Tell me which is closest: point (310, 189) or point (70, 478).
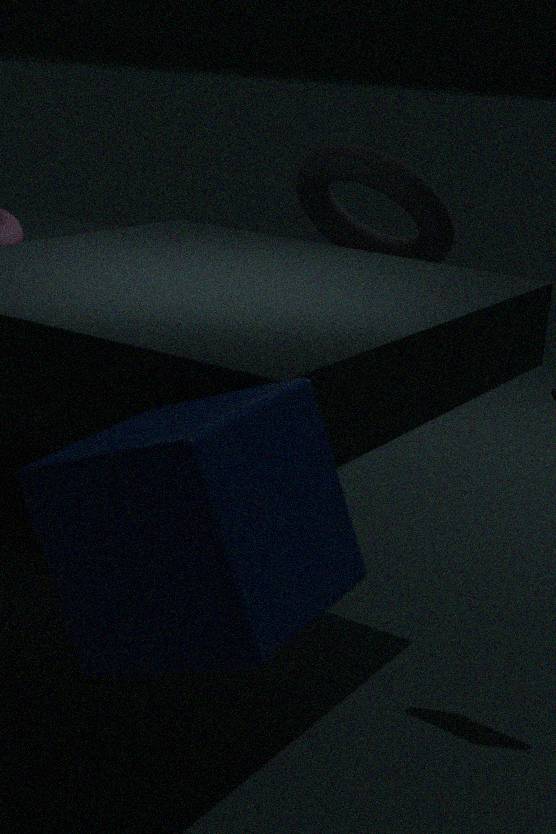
point (70, 478)
